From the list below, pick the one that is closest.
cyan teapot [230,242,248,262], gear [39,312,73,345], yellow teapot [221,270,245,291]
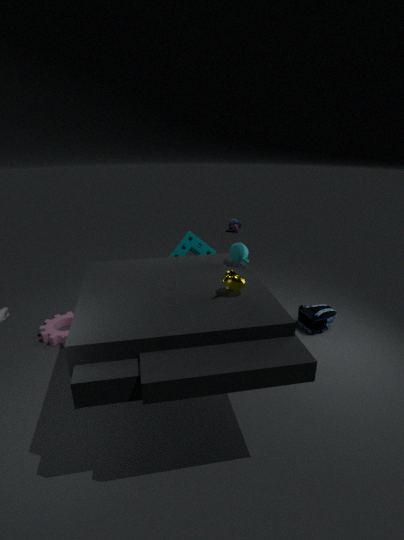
yellow teapot [221,270,245,291]
